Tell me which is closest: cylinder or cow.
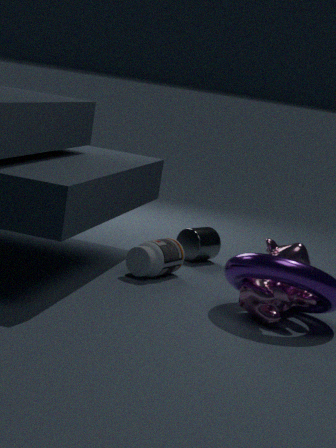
cow
